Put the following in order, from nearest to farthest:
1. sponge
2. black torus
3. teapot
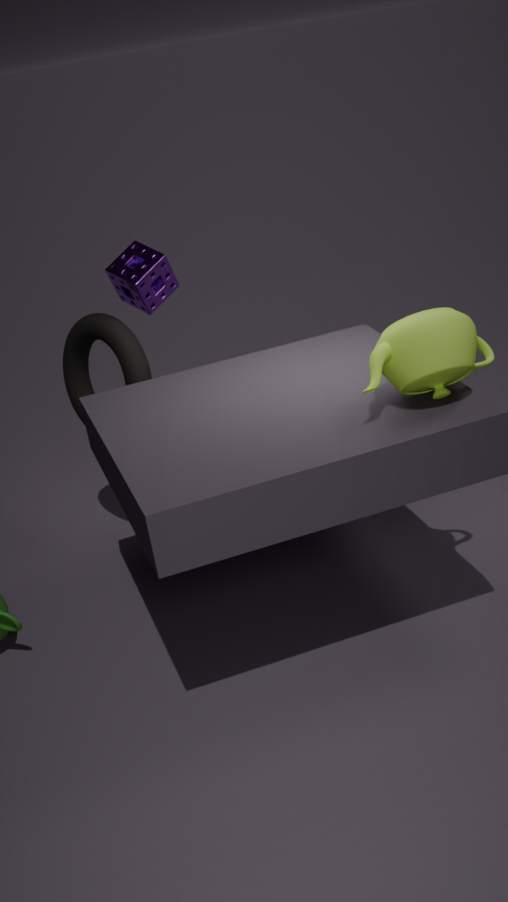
teapot < sponge < black torus
